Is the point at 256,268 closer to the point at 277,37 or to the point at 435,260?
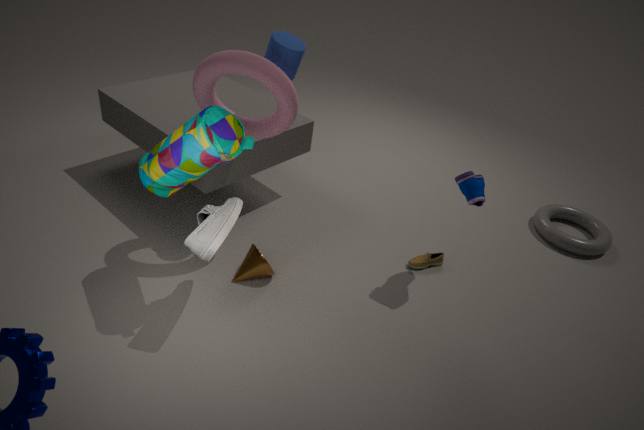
the point at 435,260
